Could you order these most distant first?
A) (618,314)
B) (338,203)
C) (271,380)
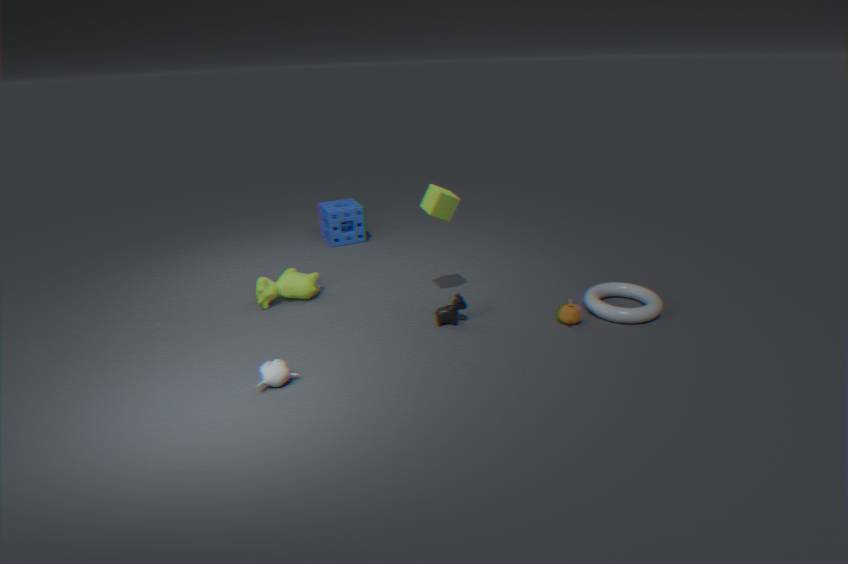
1. (338,203)
2. (618,314)
3. (271,380)
